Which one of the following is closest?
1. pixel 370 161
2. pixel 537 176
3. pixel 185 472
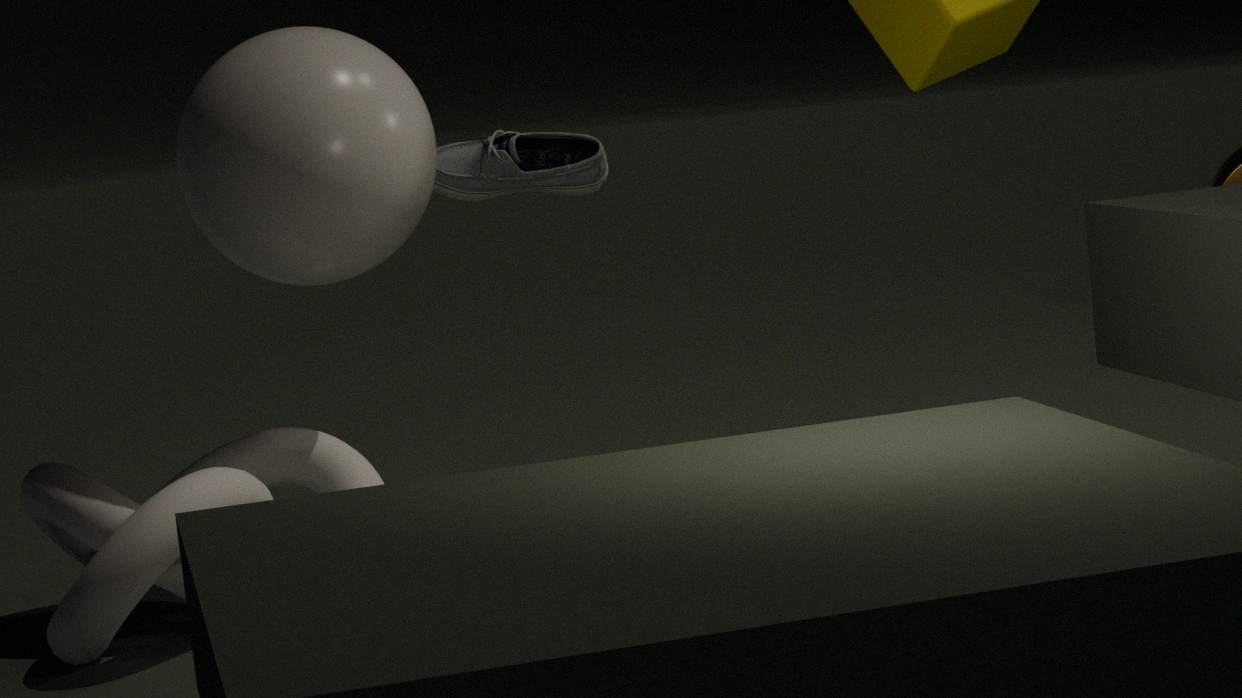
pixel 370 161
